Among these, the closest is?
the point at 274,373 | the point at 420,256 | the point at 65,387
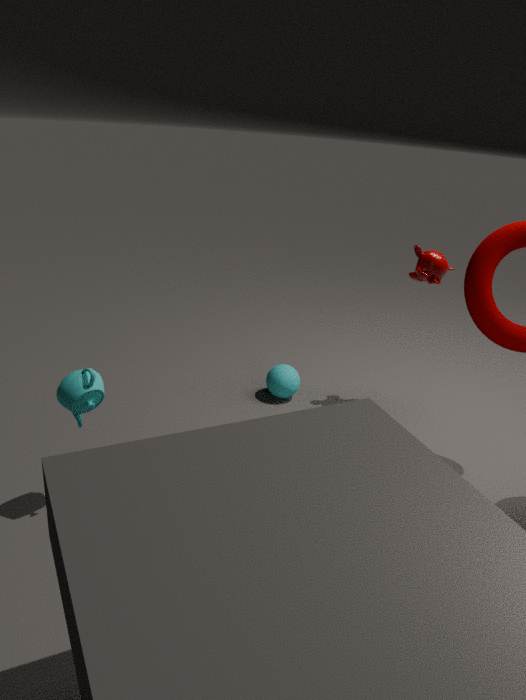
the point at 65,387
